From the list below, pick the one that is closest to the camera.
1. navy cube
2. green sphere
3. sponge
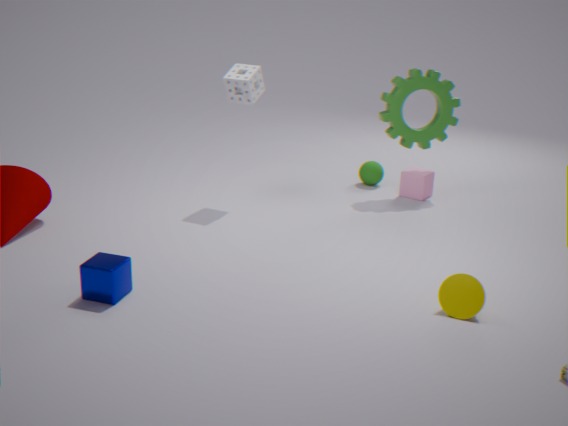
navy cube
